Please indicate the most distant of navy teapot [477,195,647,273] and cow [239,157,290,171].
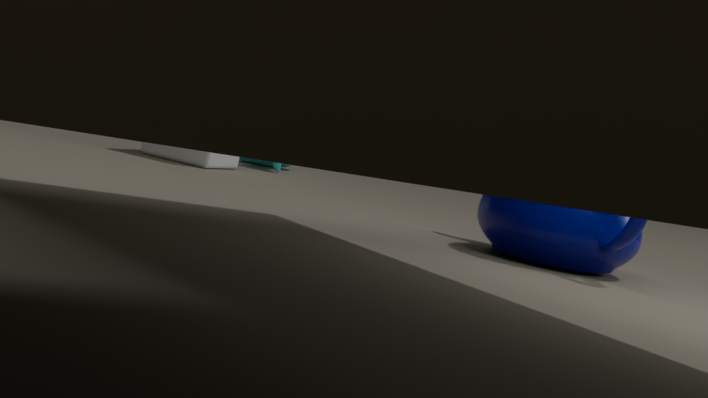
cow [239,157,290,171]
